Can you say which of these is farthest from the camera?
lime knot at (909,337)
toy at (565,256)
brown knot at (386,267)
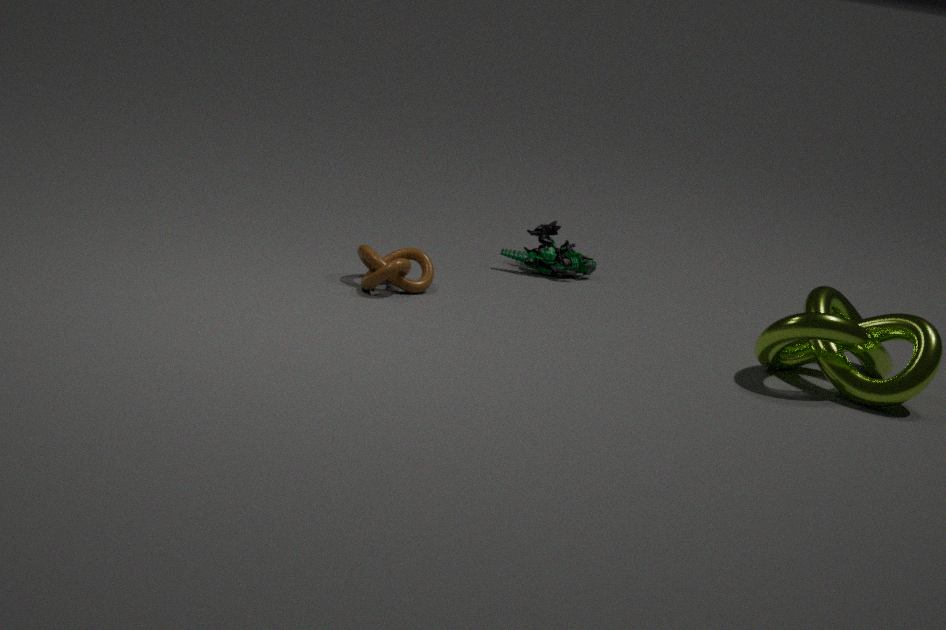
toy at (565,256)
